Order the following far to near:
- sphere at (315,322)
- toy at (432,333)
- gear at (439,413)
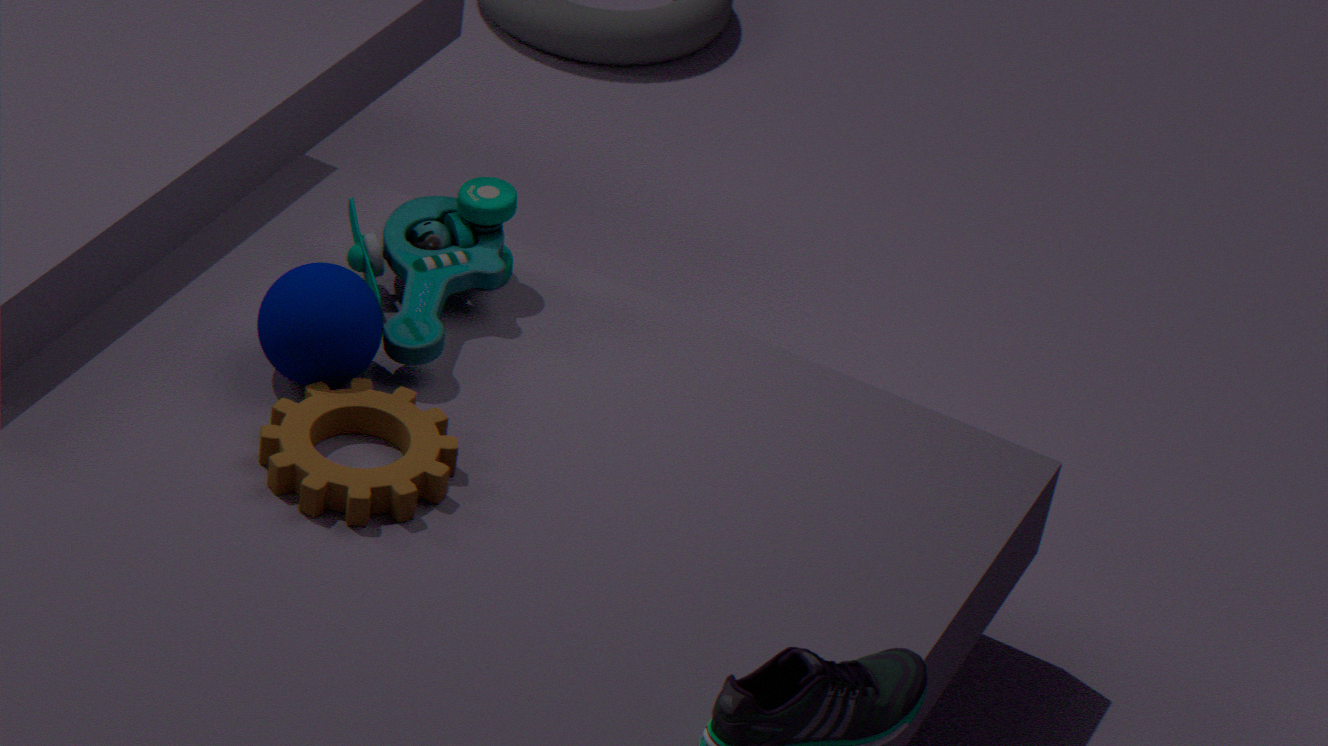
toy at (432,333), sphere at (315,322), gear at (439,413)
